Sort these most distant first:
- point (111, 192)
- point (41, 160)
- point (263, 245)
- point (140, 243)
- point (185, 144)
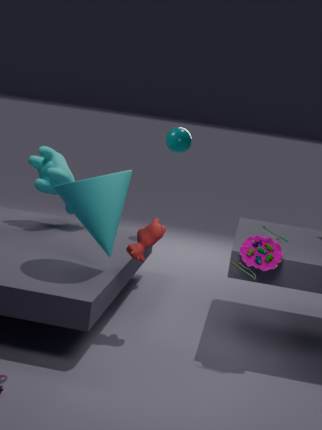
1. point (185, 144)
2. point (41, 160)
3. point (140, 243)
4. point (263, 245)
5. point (111, 192)
